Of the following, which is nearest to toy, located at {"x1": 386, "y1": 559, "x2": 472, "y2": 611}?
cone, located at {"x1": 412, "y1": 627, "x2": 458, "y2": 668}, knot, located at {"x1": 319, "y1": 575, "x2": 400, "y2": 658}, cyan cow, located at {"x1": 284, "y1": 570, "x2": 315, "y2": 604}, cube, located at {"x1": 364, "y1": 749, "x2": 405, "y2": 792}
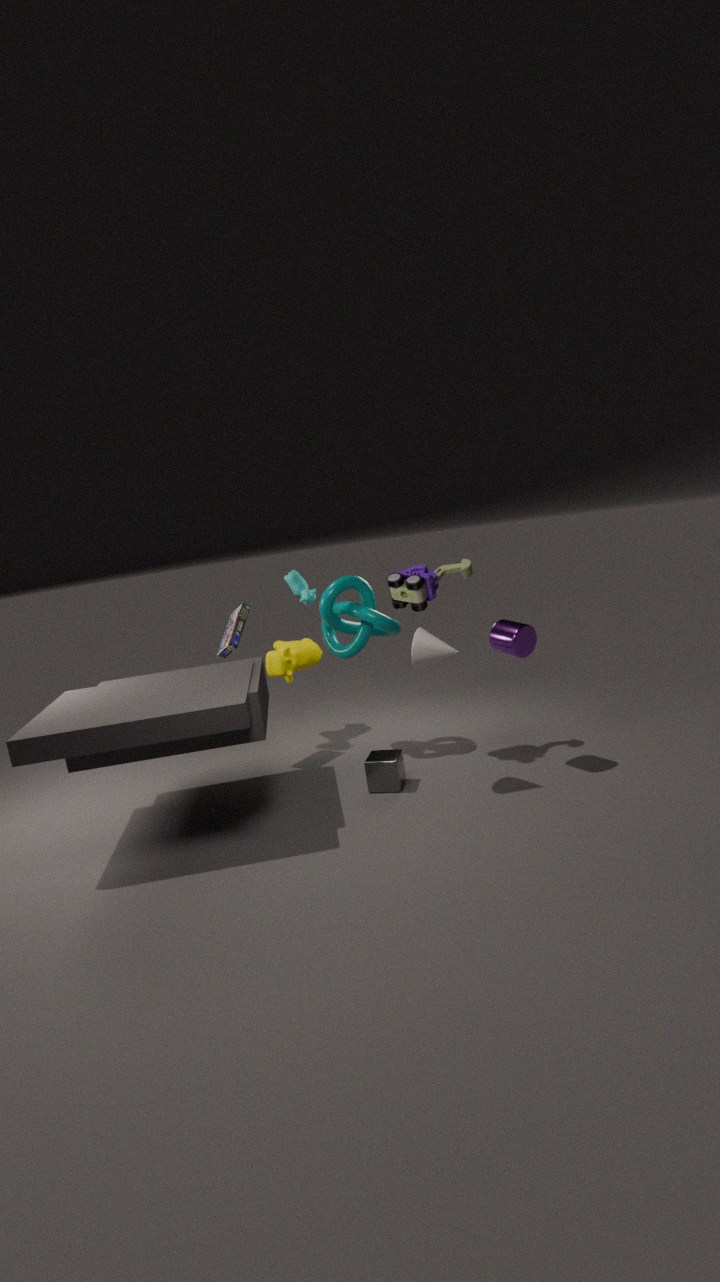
knot, located at {"x1": 319, "y1": 575, "x2": 400, "y2": 658}
